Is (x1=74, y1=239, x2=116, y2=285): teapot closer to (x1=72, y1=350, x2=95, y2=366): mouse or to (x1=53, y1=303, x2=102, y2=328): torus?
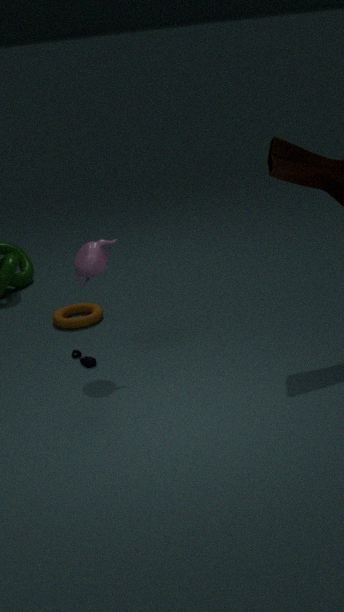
(x1=72, y1=350, x2=95, y2=366): mouse
